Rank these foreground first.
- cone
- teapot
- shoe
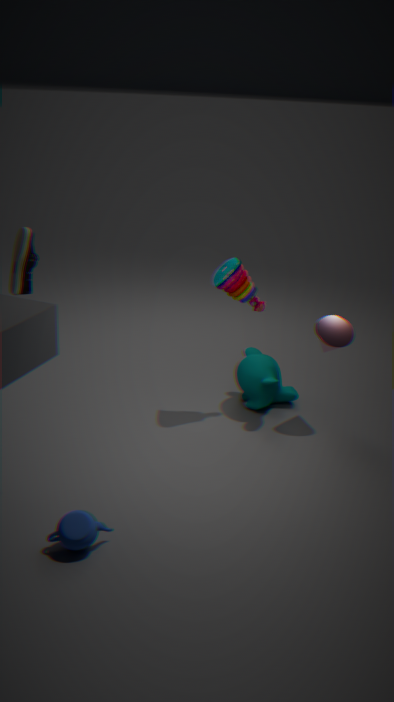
teapot
shoe
cone
